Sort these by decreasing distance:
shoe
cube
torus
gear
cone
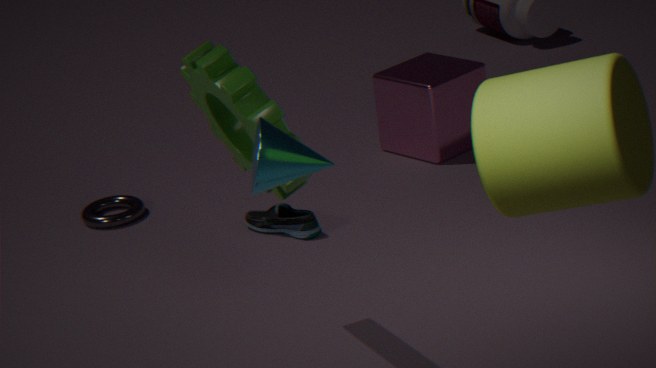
cube < torus < shoe < gear < cone
